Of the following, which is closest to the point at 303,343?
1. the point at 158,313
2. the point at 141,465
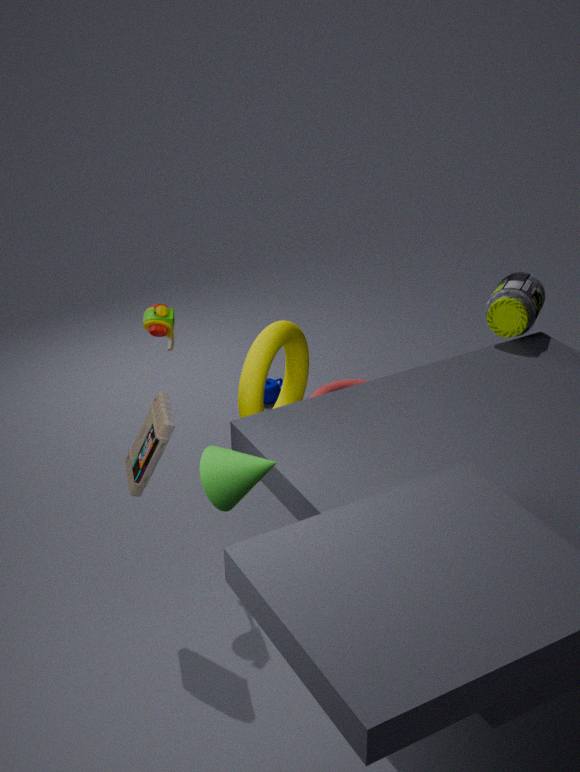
the point at 158,313
